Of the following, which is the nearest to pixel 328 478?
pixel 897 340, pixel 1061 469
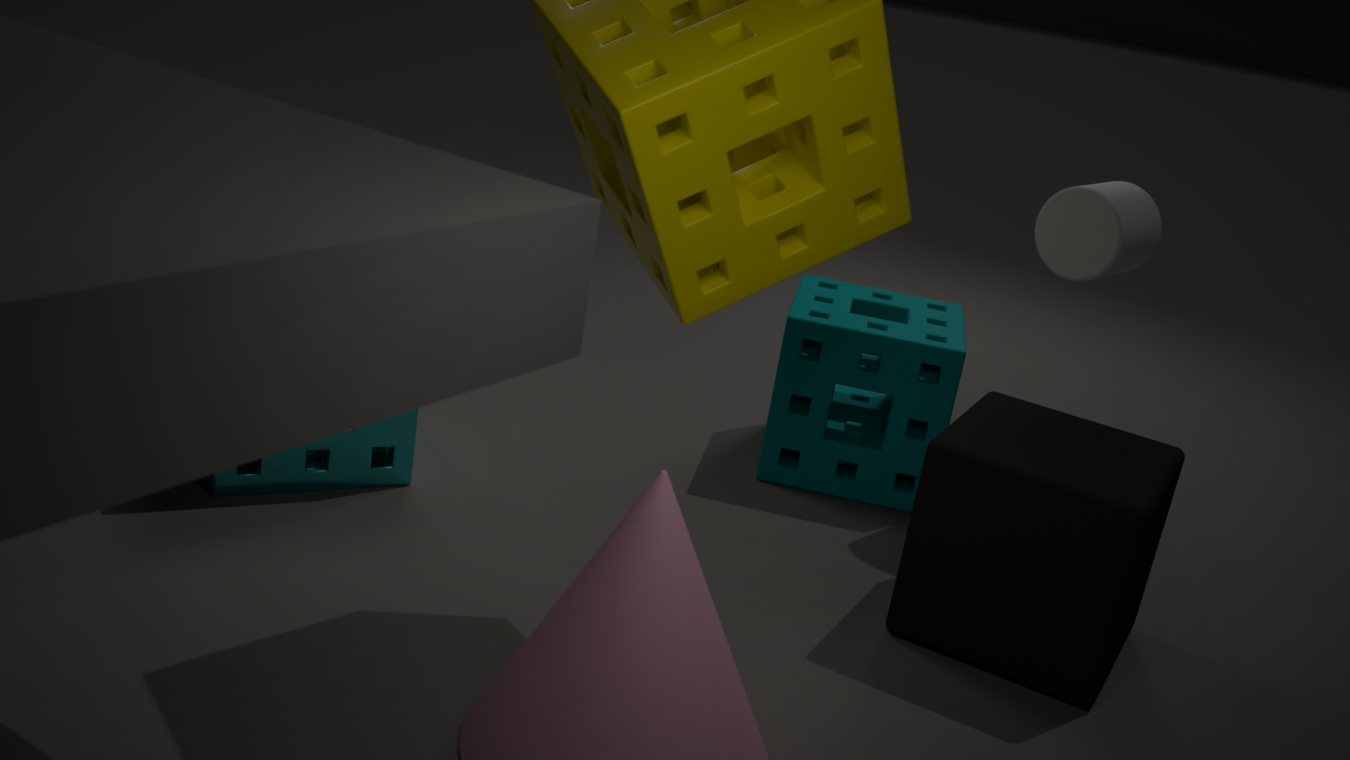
pixel 897 340
